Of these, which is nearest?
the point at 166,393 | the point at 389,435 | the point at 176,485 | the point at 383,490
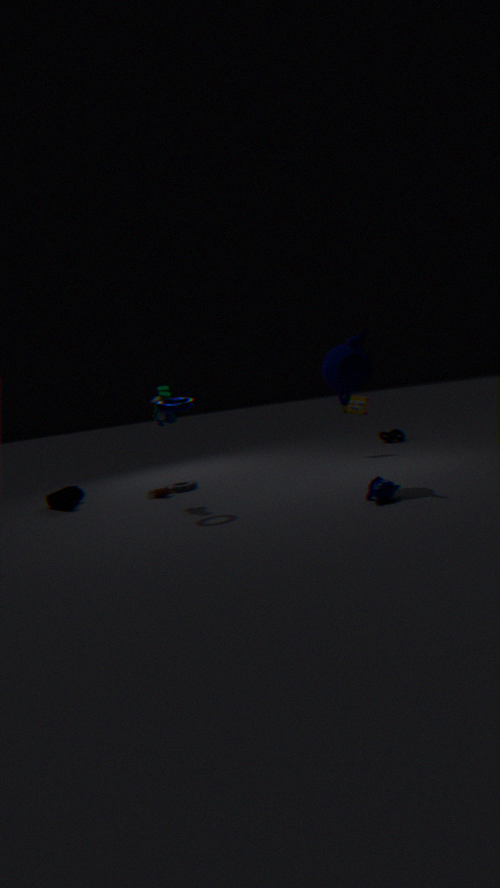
the point at 383,490
